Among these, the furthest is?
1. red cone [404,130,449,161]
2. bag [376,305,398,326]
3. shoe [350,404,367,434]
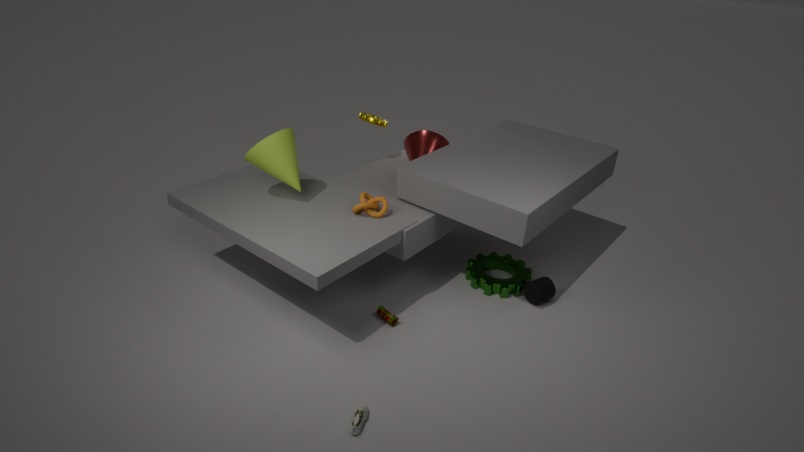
red cone [404,130,449,161]
